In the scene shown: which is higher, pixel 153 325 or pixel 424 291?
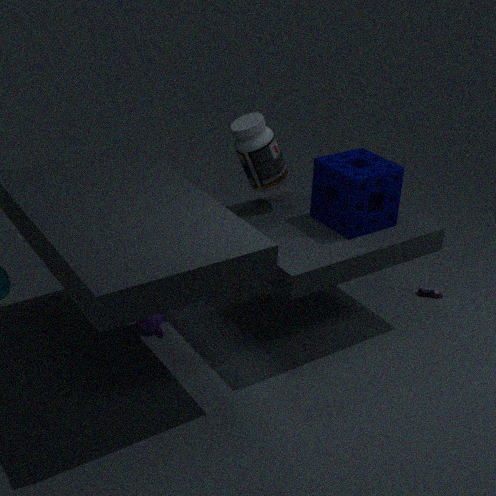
pixel 153 325
